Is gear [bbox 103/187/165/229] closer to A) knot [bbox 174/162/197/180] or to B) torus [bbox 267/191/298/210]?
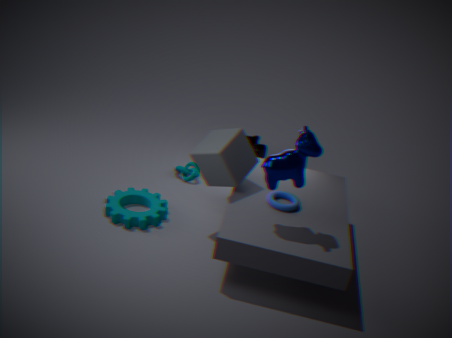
A) knot [bbox 174/162/197/180]
